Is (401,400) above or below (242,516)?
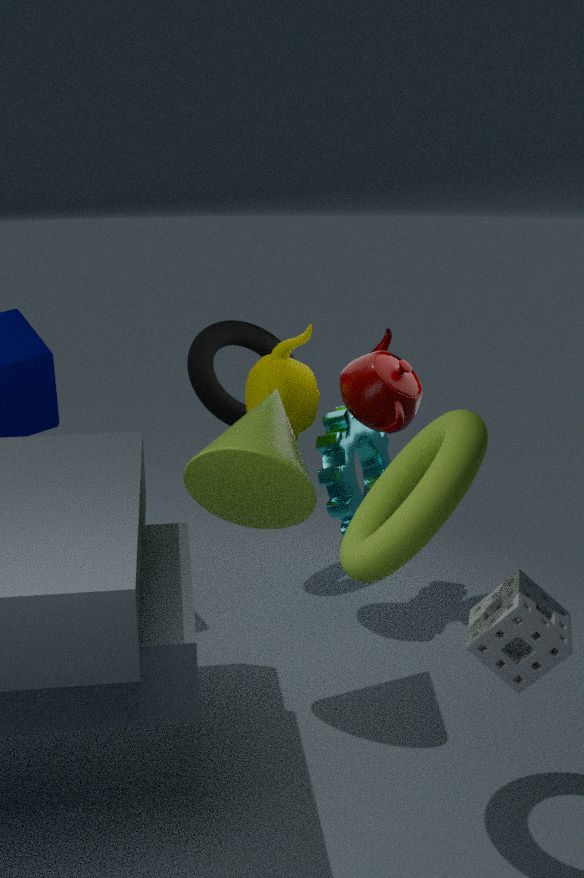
above
